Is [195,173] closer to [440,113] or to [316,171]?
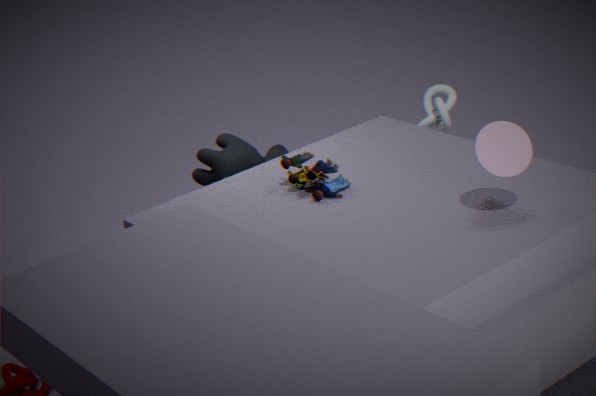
[316,171]
